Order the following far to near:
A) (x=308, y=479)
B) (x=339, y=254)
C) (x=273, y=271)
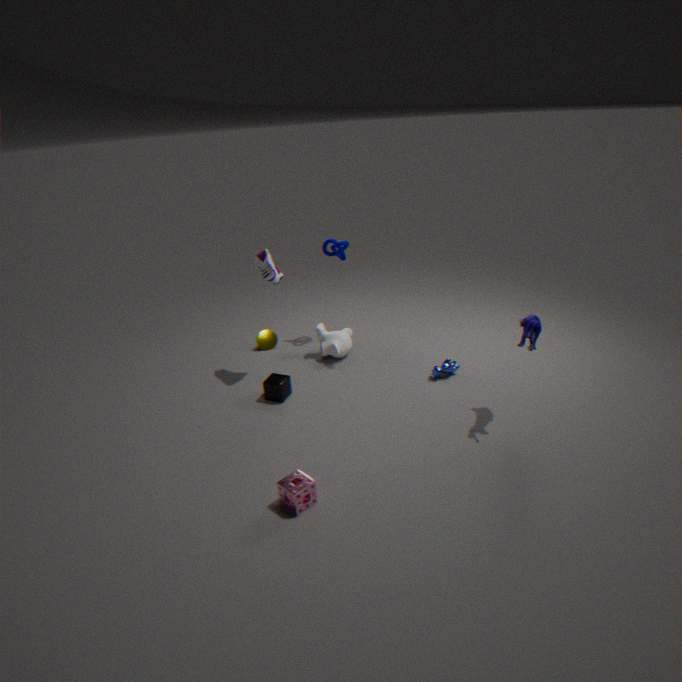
(x=339, y=254) → (x=273, y=271) → (x=308, y=479)
